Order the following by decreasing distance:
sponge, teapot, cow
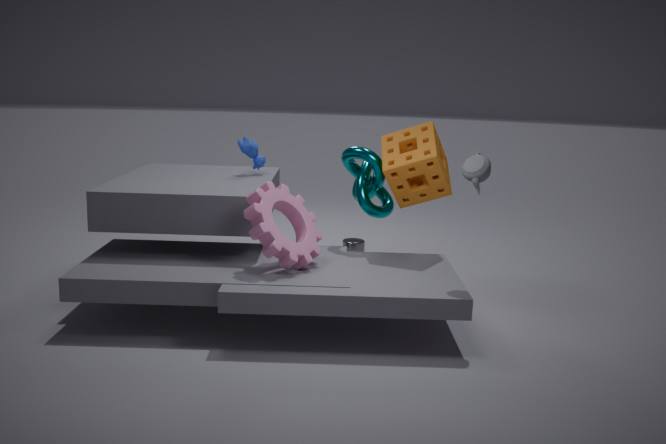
cow < sponge < teapot
